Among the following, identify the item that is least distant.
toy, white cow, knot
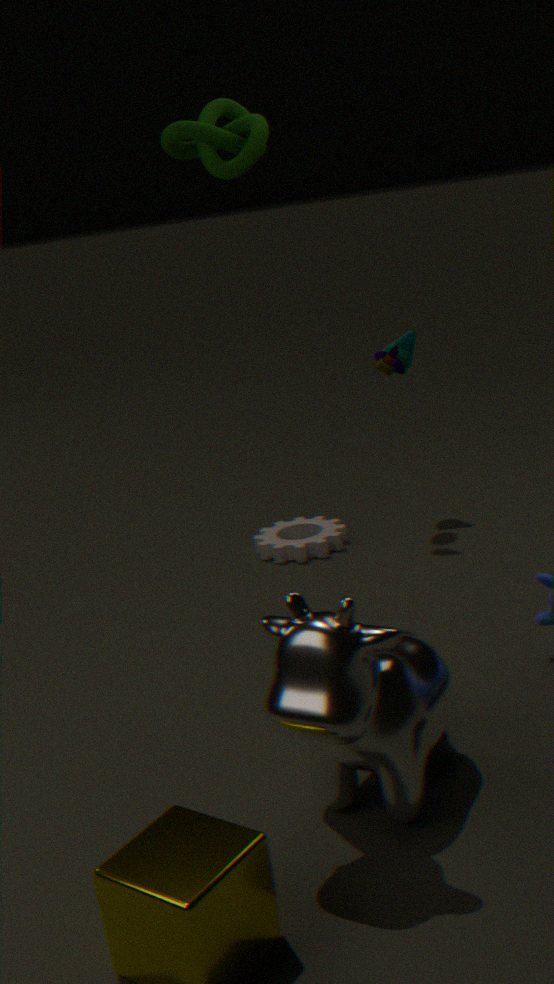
white cow
